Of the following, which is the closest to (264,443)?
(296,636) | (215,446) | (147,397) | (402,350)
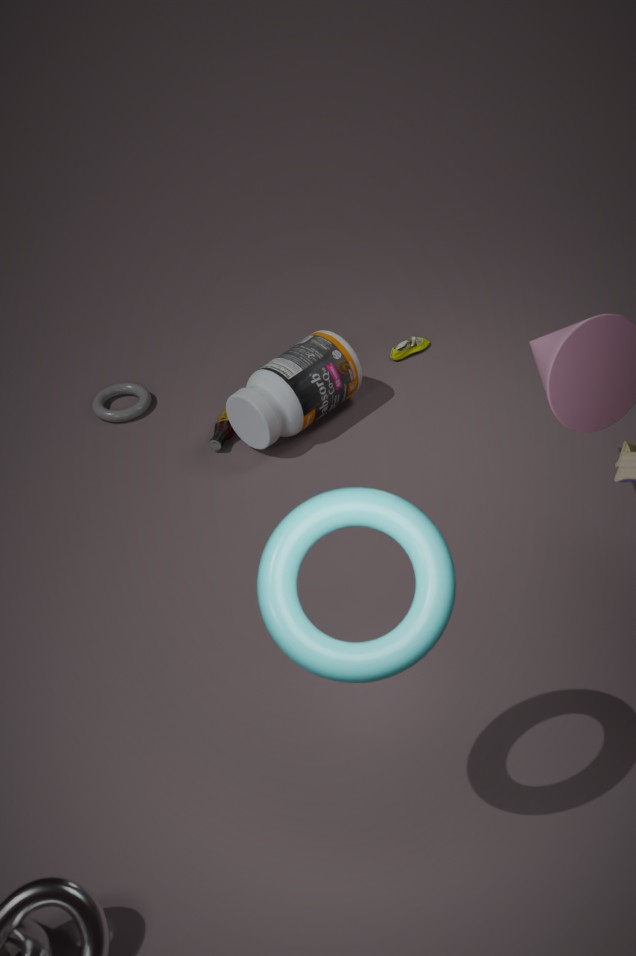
(215,446)
